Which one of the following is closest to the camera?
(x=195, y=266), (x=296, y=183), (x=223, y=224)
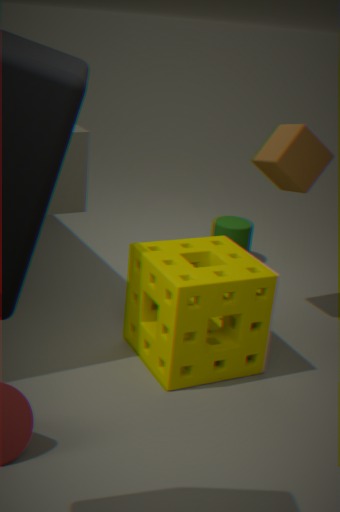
(x=195, y=266)
